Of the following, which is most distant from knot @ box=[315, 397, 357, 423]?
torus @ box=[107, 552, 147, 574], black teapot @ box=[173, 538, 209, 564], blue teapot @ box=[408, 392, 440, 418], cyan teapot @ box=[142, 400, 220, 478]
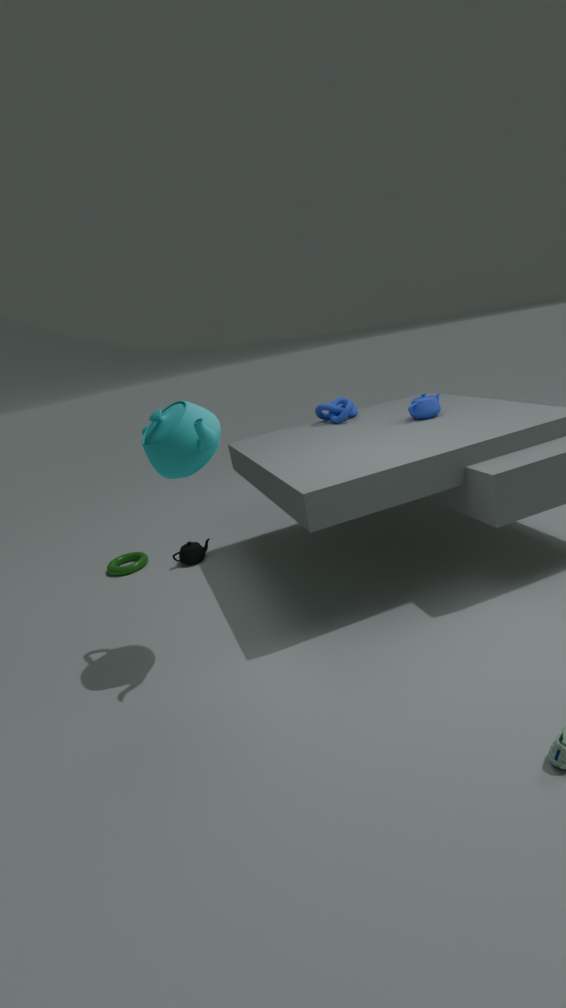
torus @ box=[107, 552, 147, 574]
